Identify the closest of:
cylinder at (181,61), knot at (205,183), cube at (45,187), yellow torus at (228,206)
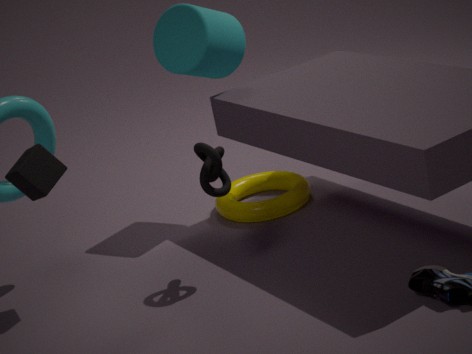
knot at (205,183)
